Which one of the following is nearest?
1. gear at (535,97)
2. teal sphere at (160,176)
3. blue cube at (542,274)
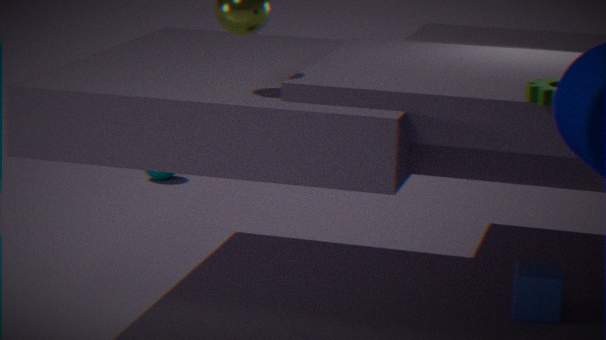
gear at (535,97)
